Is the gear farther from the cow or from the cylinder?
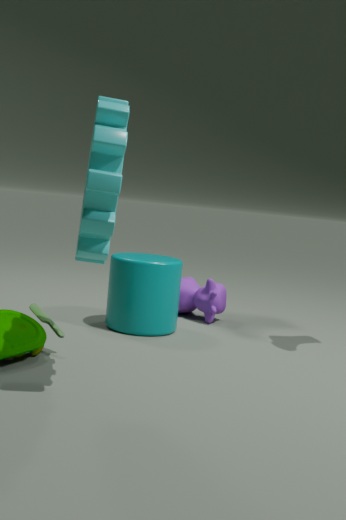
the cow
